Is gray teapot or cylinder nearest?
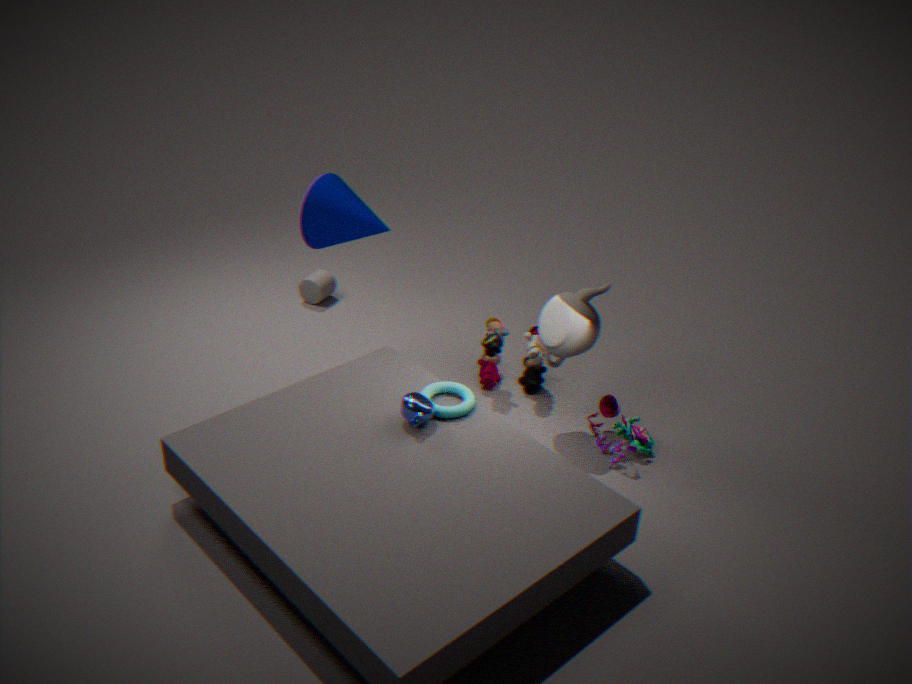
gray teapot
